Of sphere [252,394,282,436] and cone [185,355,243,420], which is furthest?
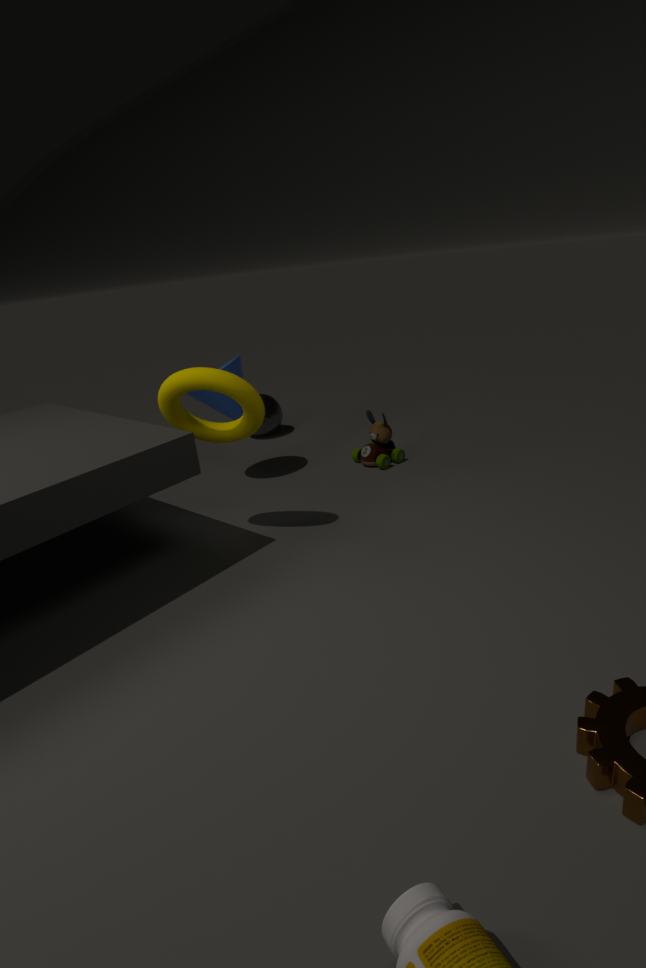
sphere [252,394,282,436]
